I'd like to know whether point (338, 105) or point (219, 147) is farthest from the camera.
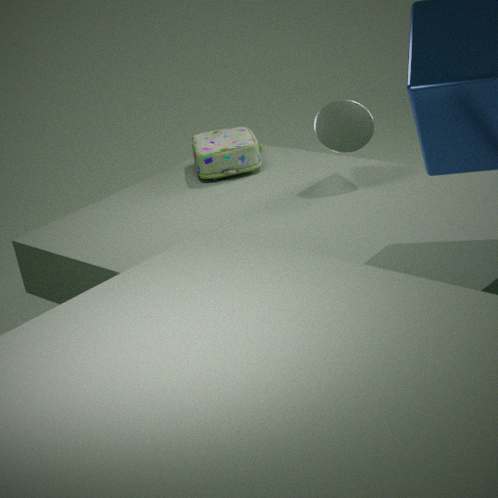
point (219, 147)
